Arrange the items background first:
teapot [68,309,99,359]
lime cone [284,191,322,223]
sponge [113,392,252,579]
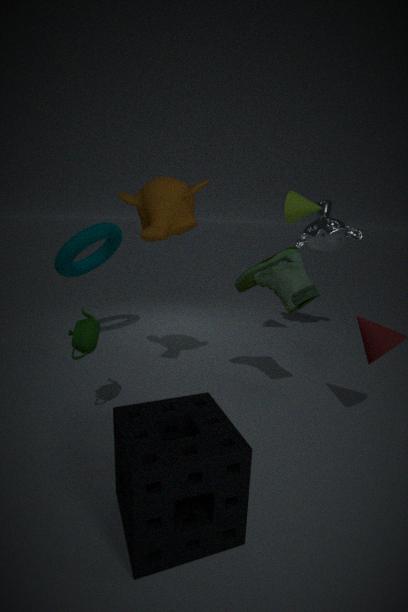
lime cone [284,191,322,223], teapot [68,309,99,359], sponge [113,392,252,579]
